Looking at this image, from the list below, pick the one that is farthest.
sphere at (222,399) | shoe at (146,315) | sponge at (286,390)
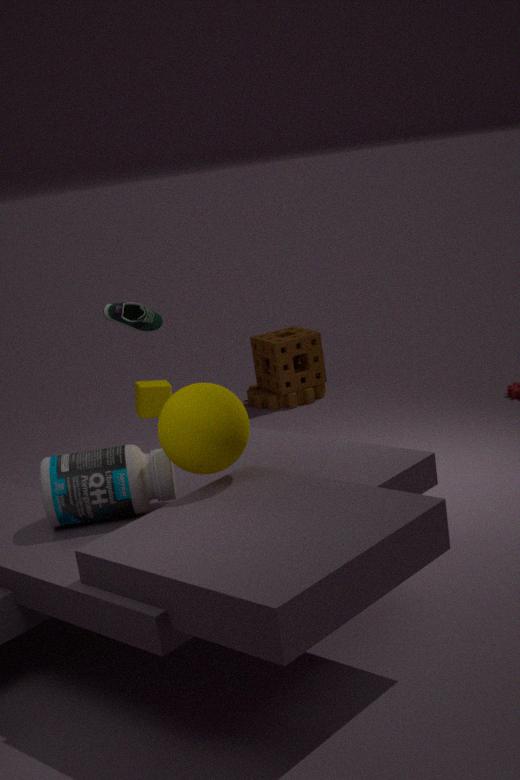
→ sponge at (286,390)
